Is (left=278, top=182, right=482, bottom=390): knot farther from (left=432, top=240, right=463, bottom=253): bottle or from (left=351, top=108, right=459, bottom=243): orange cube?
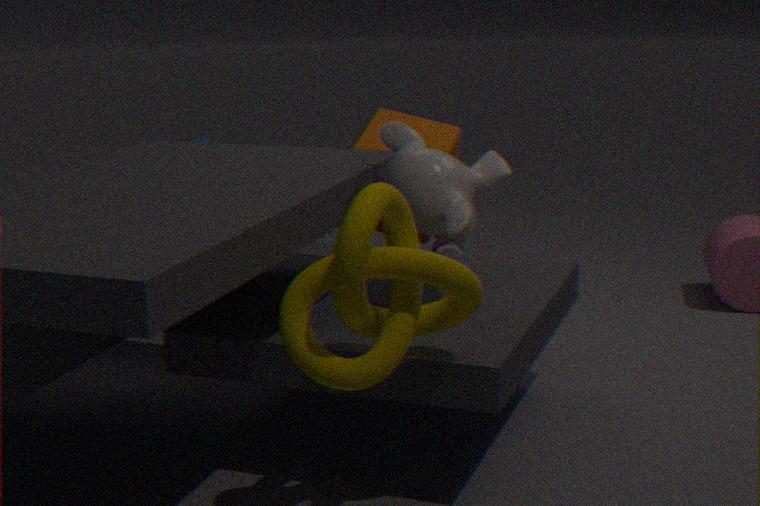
(left=432, top=240, right=463, bottom=253): bottle
